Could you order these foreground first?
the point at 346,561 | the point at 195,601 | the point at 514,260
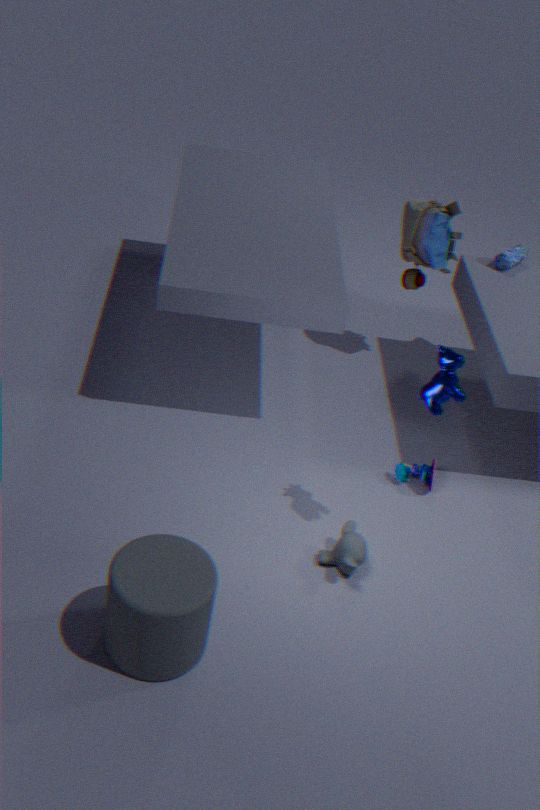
the point at 195,601, the point at 346,561, the point at 514,260
